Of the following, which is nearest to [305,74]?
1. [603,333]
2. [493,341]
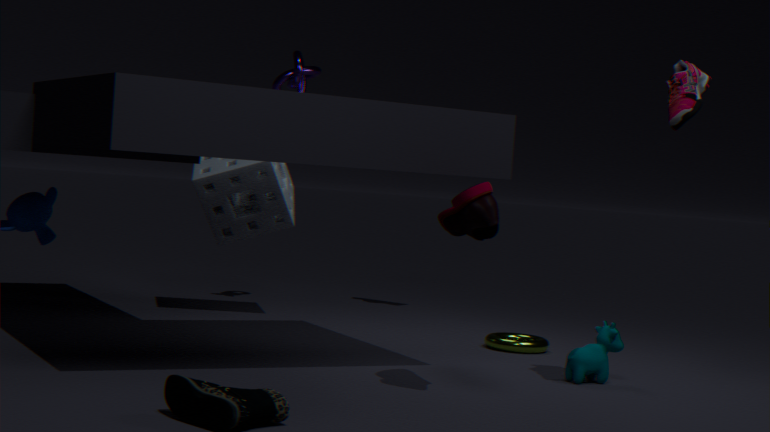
[493,341]
